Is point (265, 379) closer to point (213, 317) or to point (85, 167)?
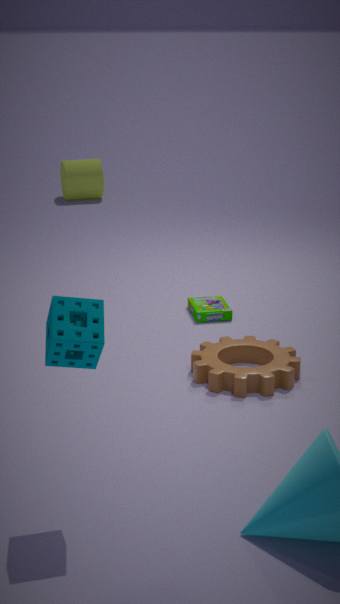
point (213, 317)
